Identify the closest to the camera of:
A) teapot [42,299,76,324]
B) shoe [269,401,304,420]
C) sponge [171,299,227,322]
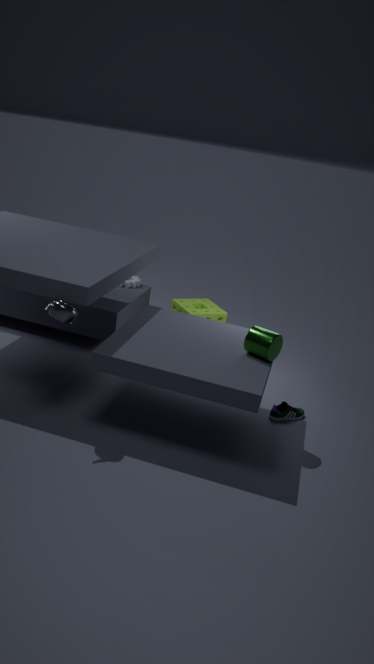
teapot [42,299,76,324]
